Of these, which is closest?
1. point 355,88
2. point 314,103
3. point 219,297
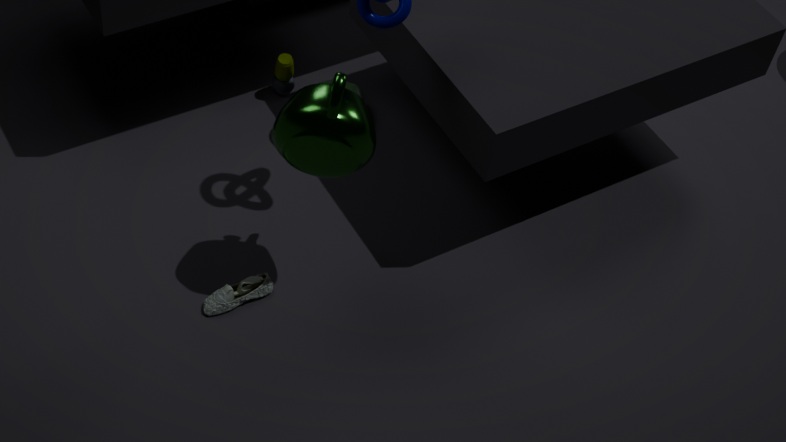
point 314,103
